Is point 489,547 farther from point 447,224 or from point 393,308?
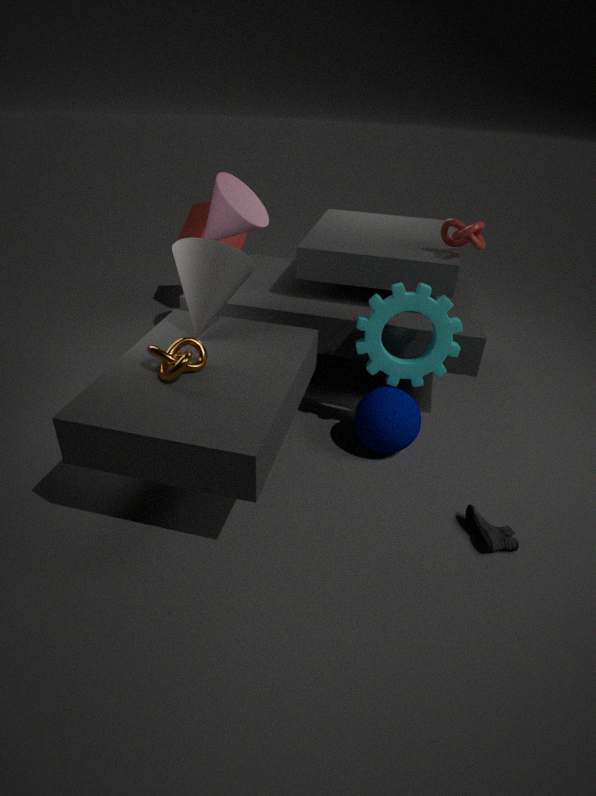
point 447,224
